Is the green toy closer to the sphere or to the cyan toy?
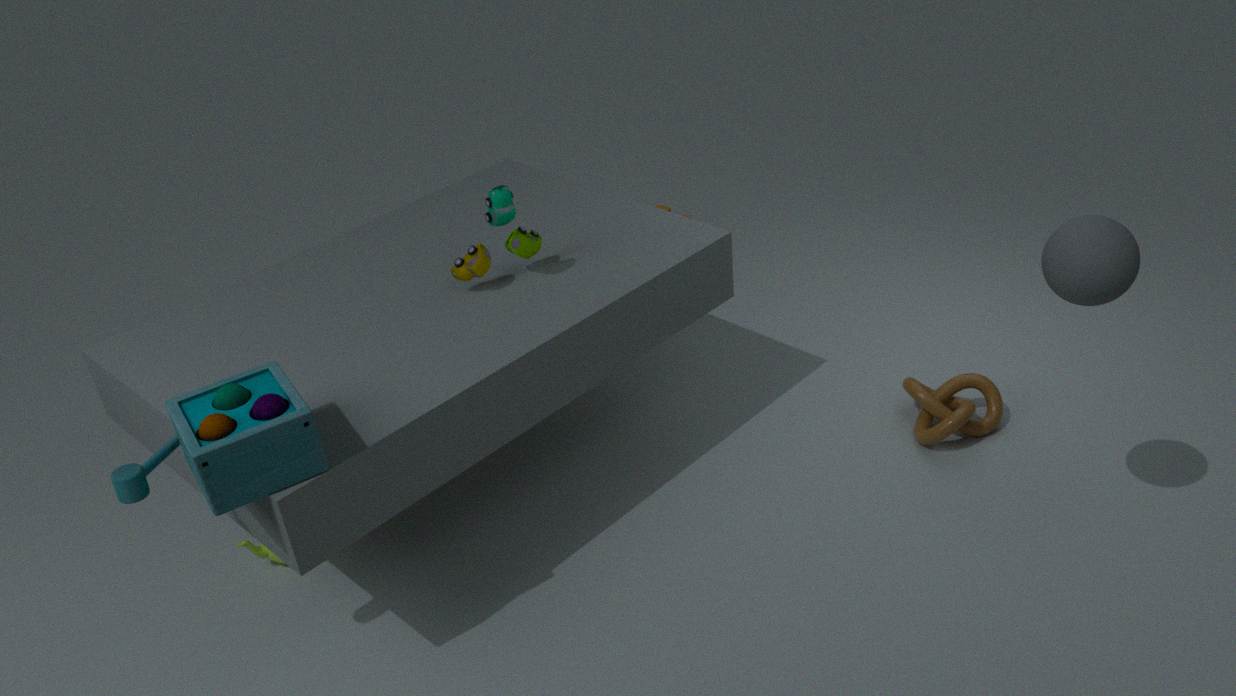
the cyan toy
